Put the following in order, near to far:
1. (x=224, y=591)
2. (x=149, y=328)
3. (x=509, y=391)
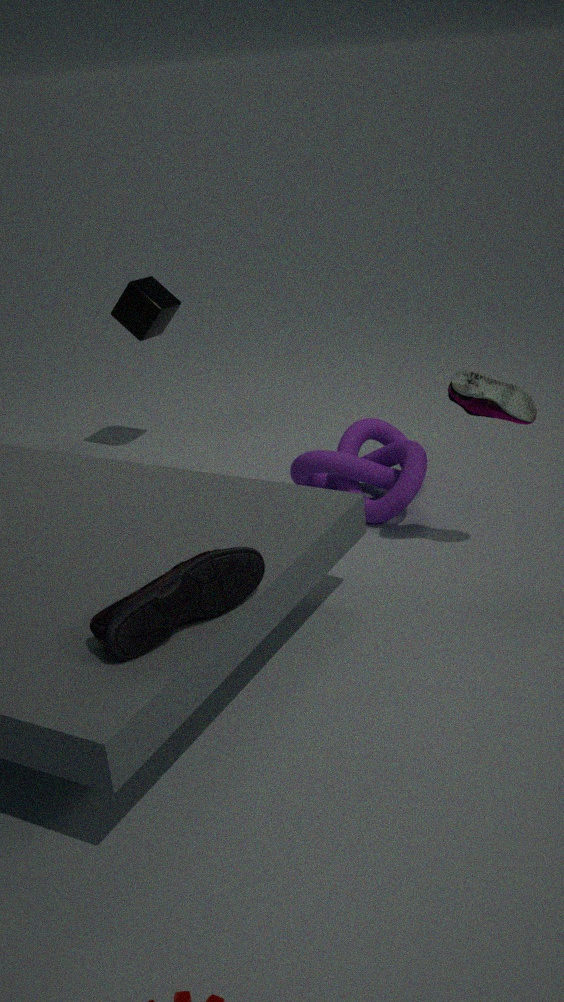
1. (x=224, y=591)
2. (x=509, y=391)
3. (x=149, y=328)
